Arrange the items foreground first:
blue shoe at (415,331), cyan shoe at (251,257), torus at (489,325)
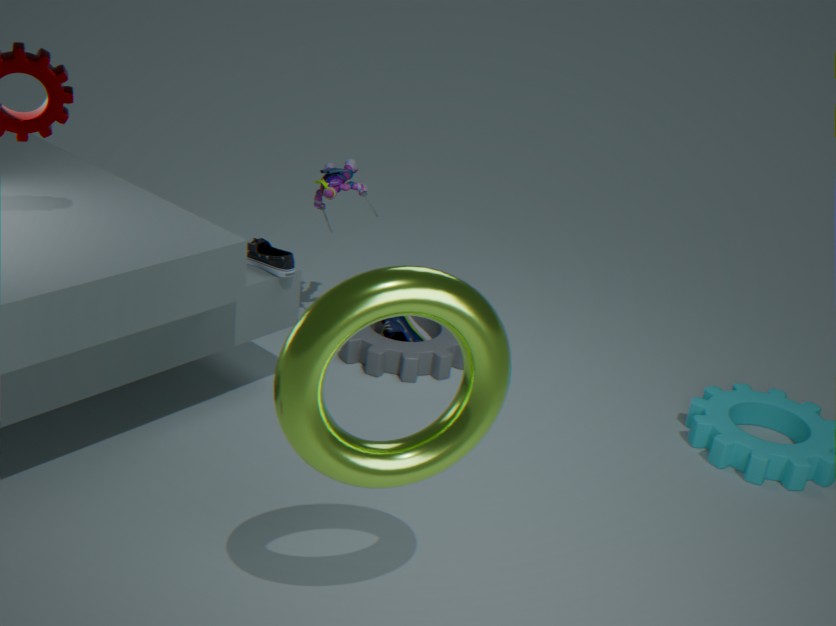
torus at (489,325), cyan shoe at (251,257), blue shoe at (415,331)
